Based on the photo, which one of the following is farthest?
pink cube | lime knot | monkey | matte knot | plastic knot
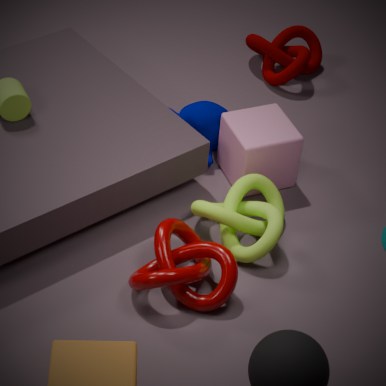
matte knot
